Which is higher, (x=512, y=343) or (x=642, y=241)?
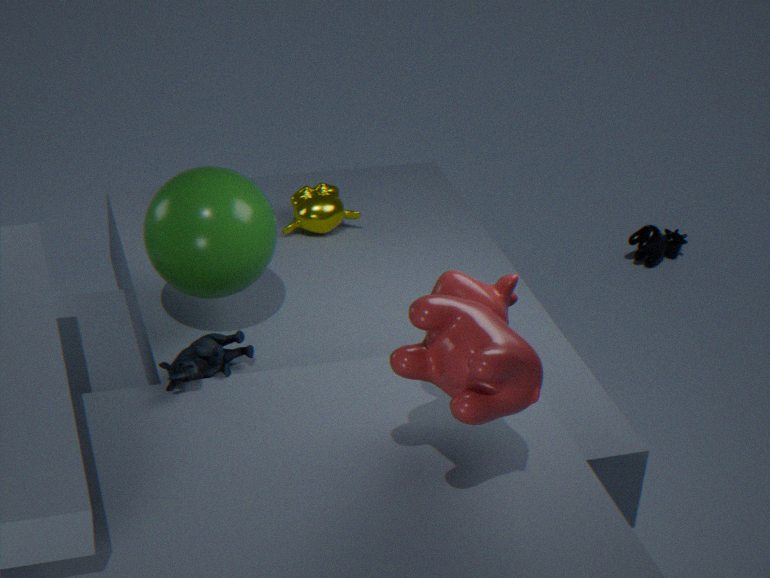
(x=512, y=343)
